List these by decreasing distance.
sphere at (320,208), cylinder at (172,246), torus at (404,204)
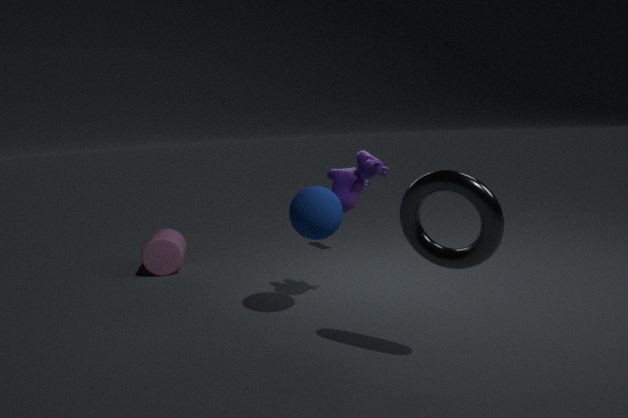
cylinder at (172,246), sphere at (320,208), torus at (404,204)
